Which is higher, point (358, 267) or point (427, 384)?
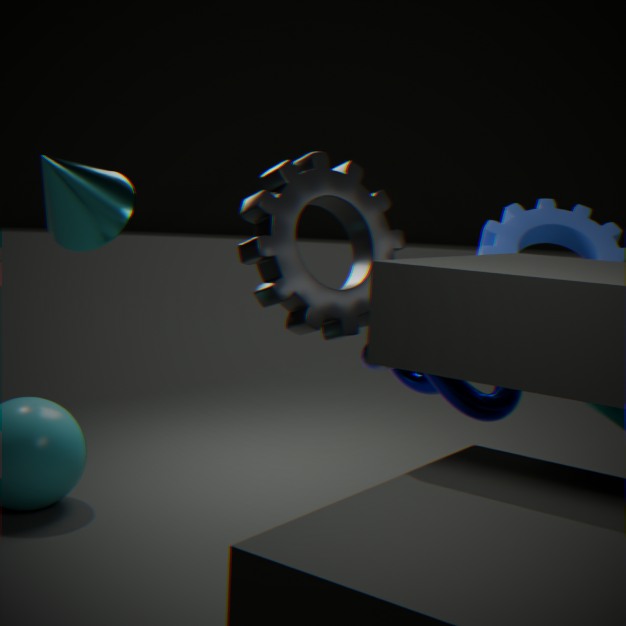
point (358, 267)
